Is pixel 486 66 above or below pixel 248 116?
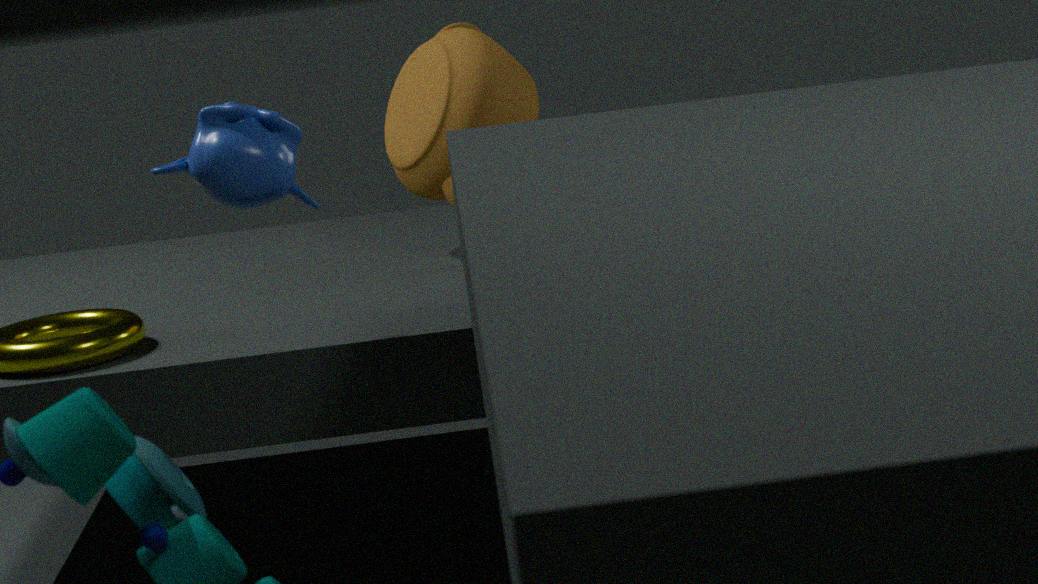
below
